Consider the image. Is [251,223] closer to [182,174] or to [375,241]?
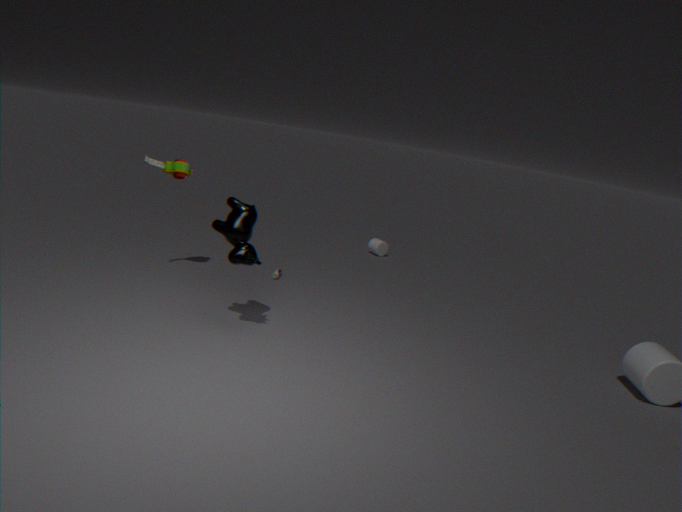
[182,174]
